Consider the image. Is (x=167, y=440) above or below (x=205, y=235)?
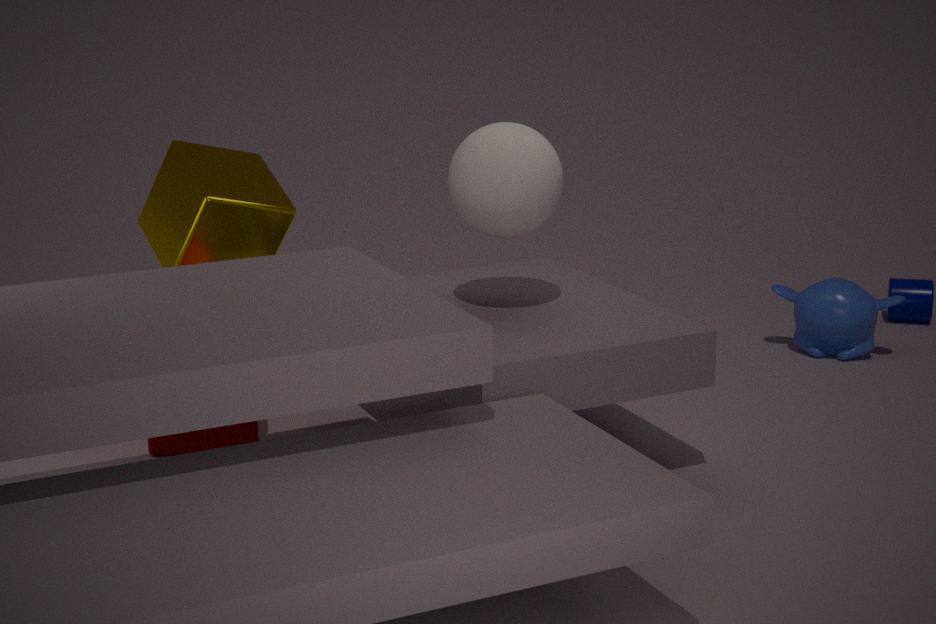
below
